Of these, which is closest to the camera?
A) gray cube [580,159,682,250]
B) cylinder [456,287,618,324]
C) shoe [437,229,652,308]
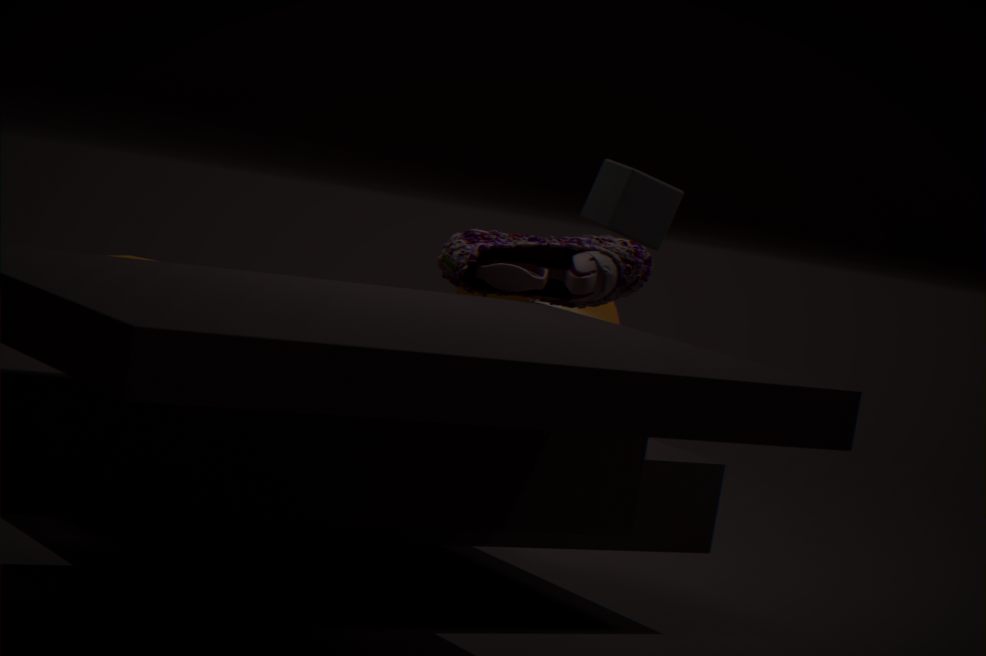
shoe [437,229,652,308]
